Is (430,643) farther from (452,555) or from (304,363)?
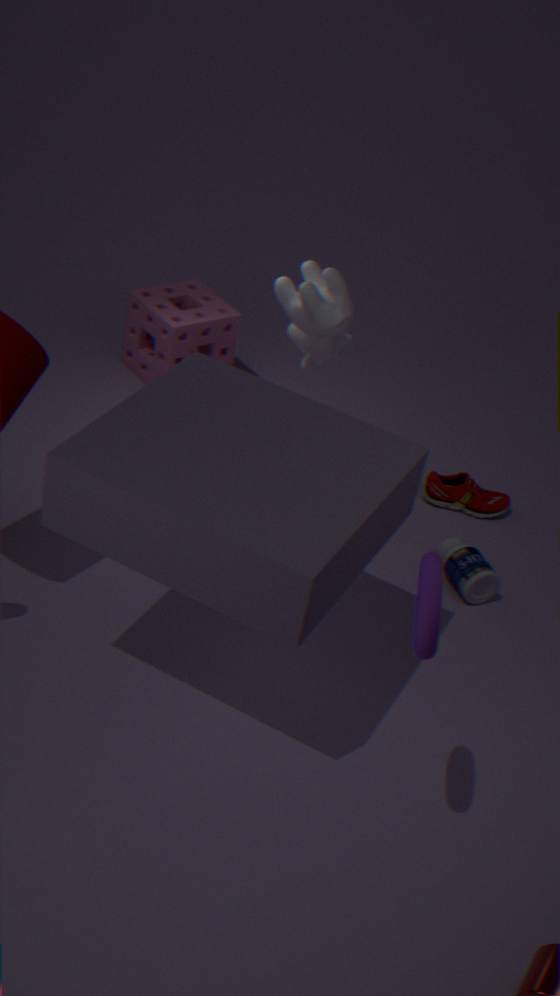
(304,363)
